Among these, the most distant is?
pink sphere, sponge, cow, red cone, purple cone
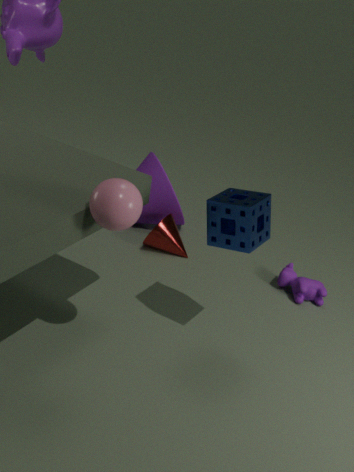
purple cone
